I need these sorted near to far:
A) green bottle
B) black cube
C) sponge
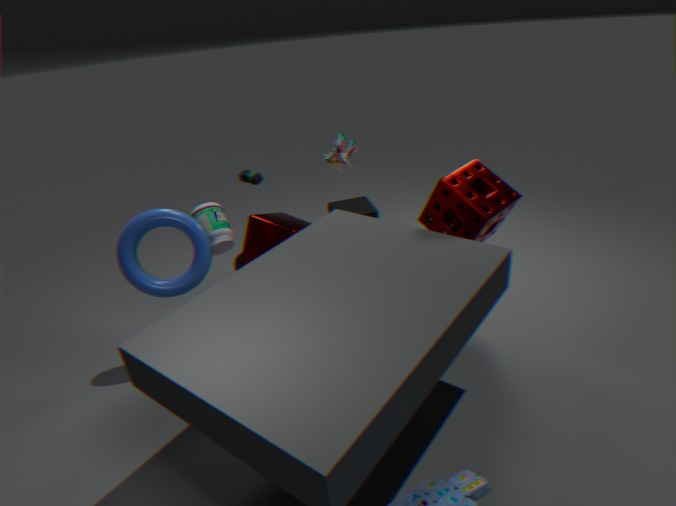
sponge, green bottle, black cube
